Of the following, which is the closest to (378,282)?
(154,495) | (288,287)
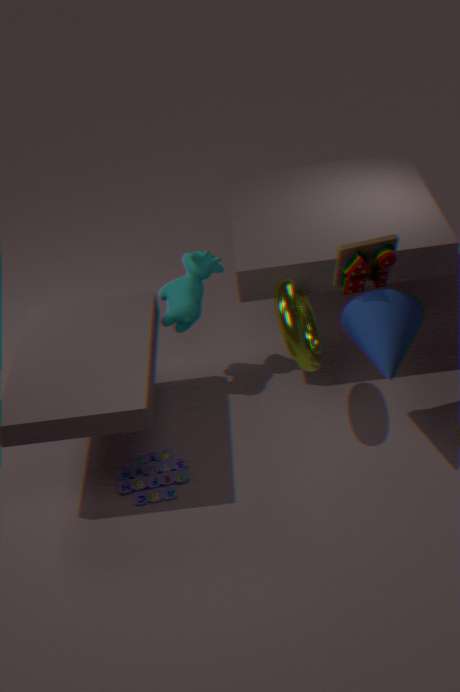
(288,287)
